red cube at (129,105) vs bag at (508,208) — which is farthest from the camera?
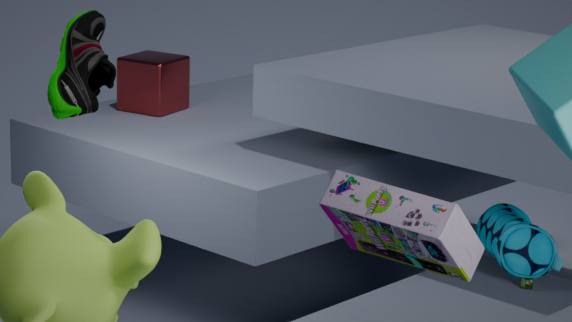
red cube at (129,105)
